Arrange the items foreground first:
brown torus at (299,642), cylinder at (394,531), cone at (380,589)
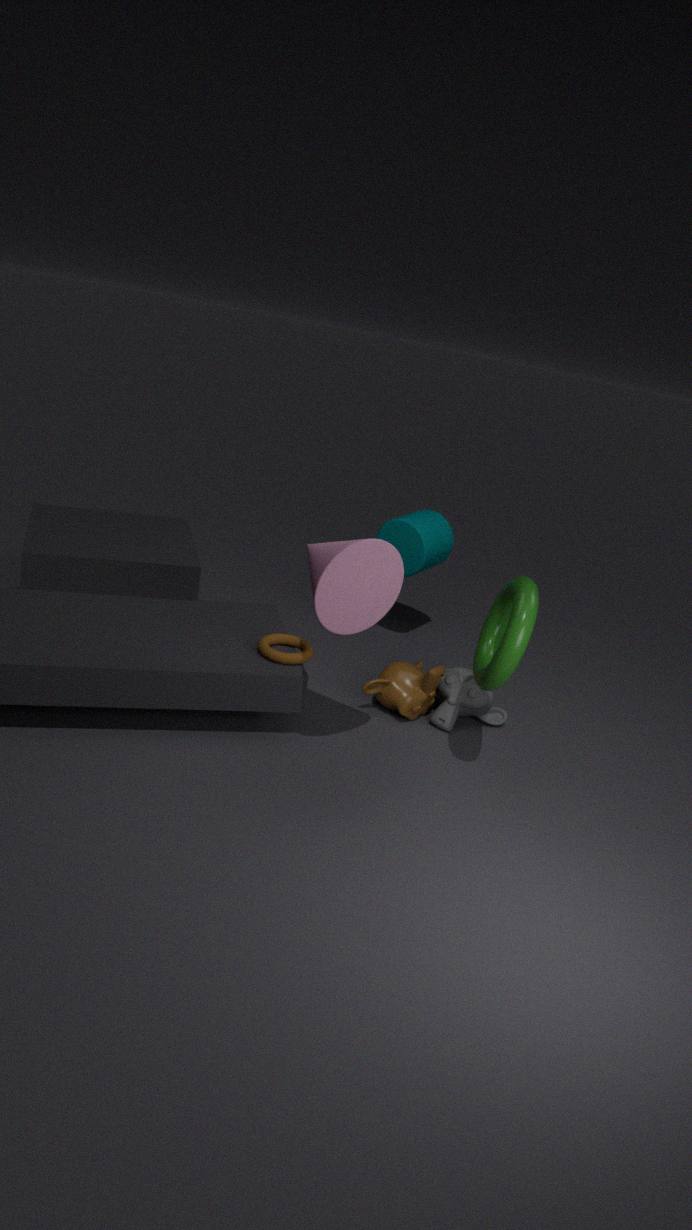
cone at (380,589) < brown torus at (299,642) < cylinder at (394,531)
